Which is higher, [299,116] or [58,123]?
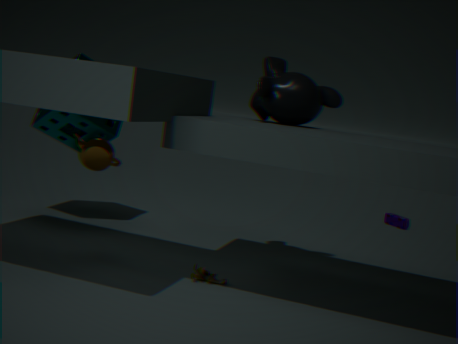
[299,116]
